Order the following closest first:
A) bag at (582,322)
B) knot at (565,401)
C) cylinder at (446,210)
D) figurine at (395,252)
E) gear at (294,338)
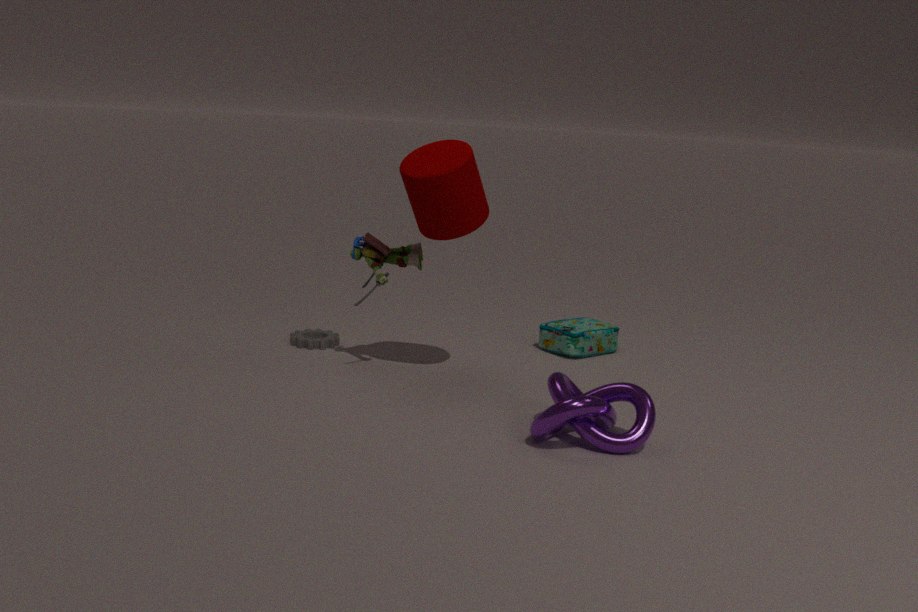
knot at (565,401) → cylinder at (446,210) → figurine at (395,252) → gear at (294,338) → bag at (582,322)
